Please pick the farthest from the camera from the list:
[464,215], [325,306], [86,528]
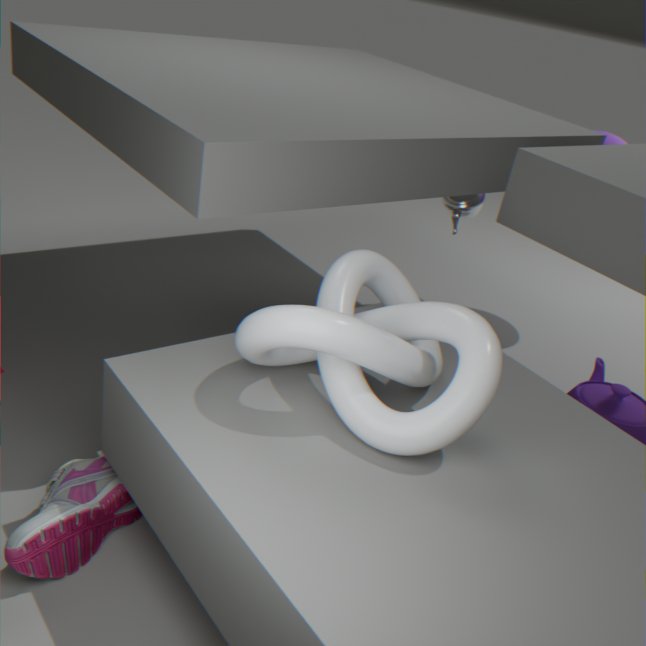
[464,215]
